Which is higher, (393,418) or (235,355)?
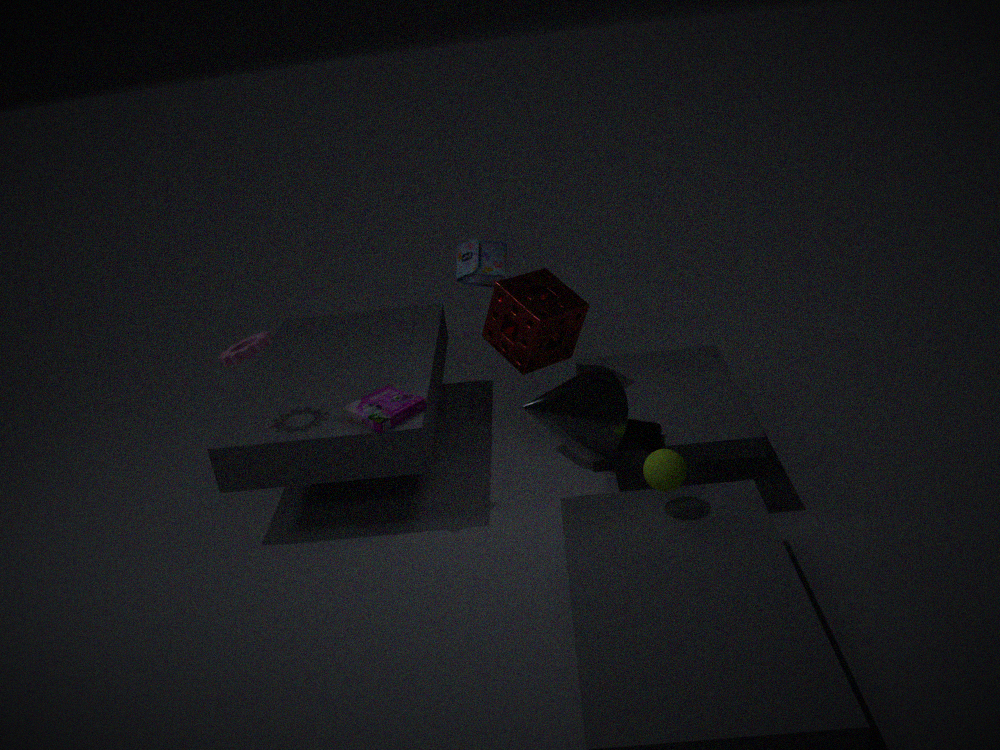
(235,355)
